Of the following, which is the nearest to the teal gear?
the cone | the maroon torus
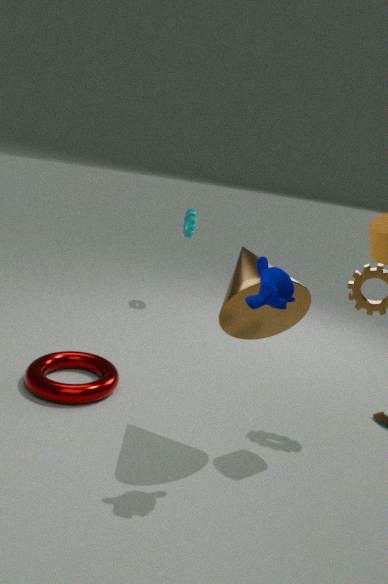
the maroon torus
